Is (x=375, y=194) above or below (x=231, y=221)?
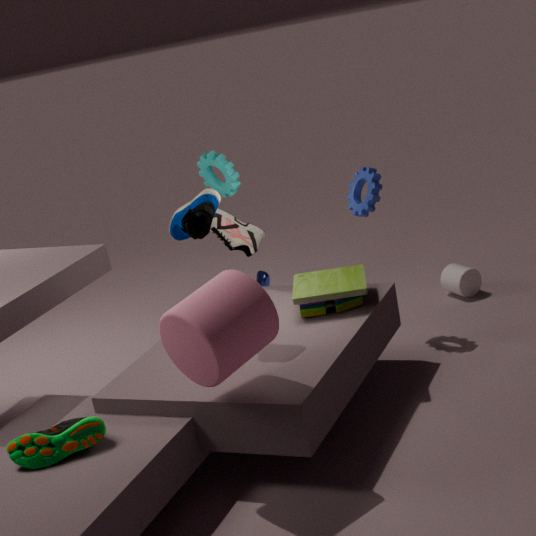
above
